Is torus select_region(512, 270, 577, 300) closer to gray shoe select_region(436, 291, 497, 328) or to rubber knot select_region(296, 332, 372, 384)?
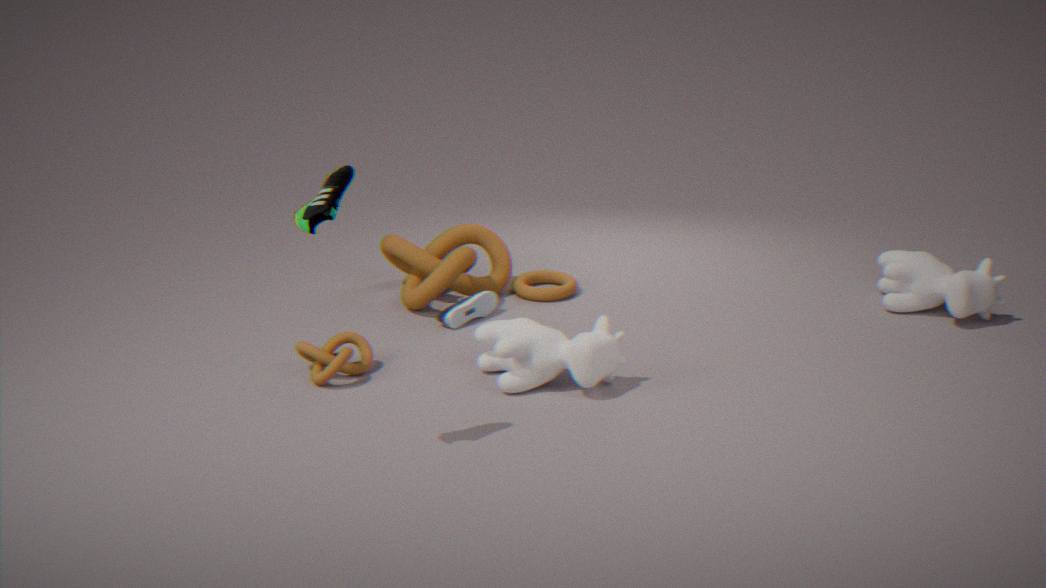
gray shoe select_region(436, 291, 497, 328)
